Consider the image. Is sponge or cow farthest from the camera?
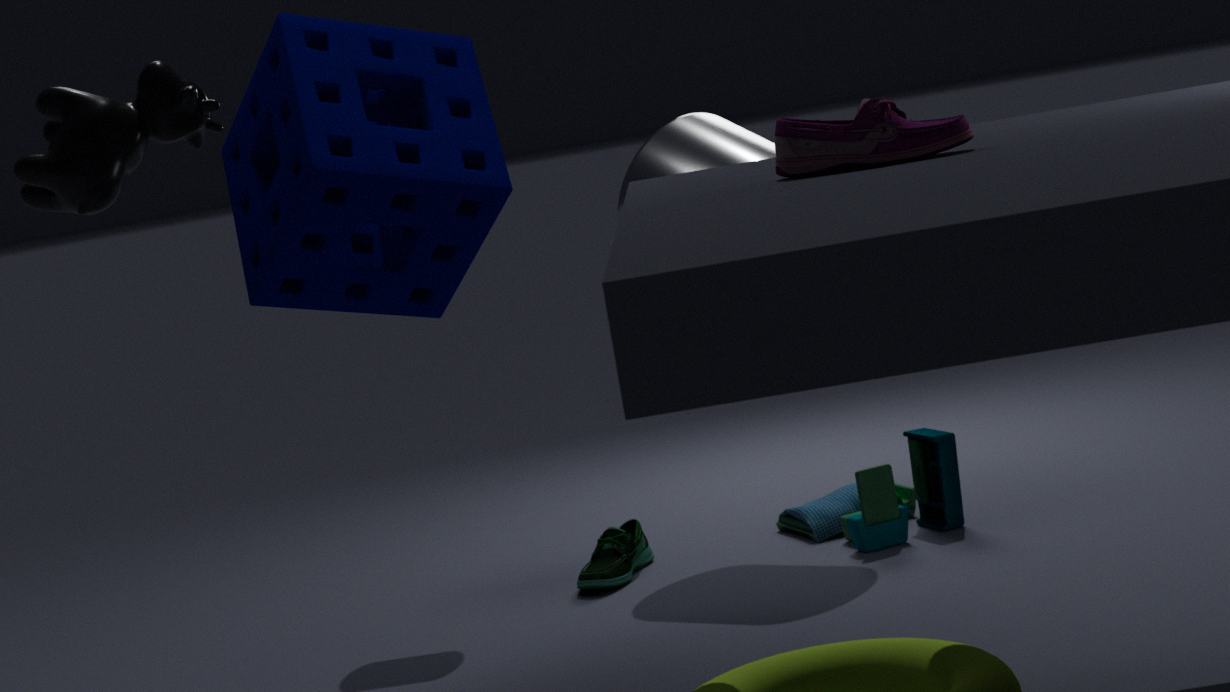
sponge
